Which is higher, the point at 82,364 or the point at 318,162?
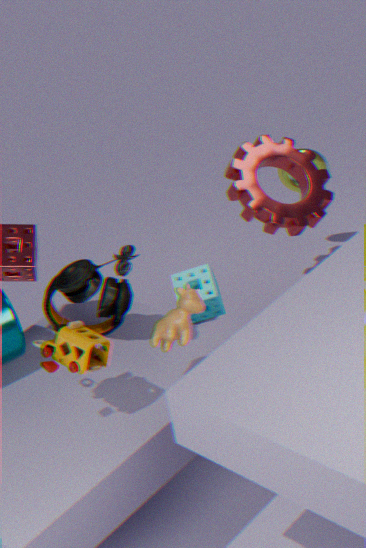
the point at 82,364
